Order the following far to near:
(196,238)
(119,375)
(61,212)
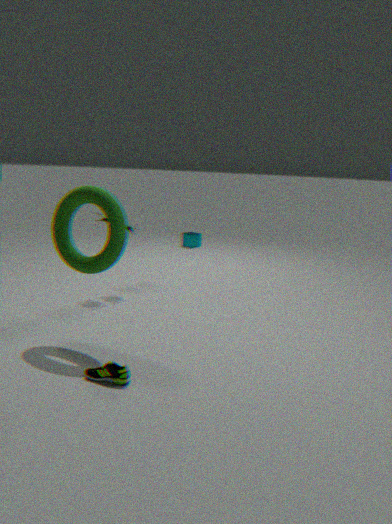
(196,238), (61,212), (119,375)
